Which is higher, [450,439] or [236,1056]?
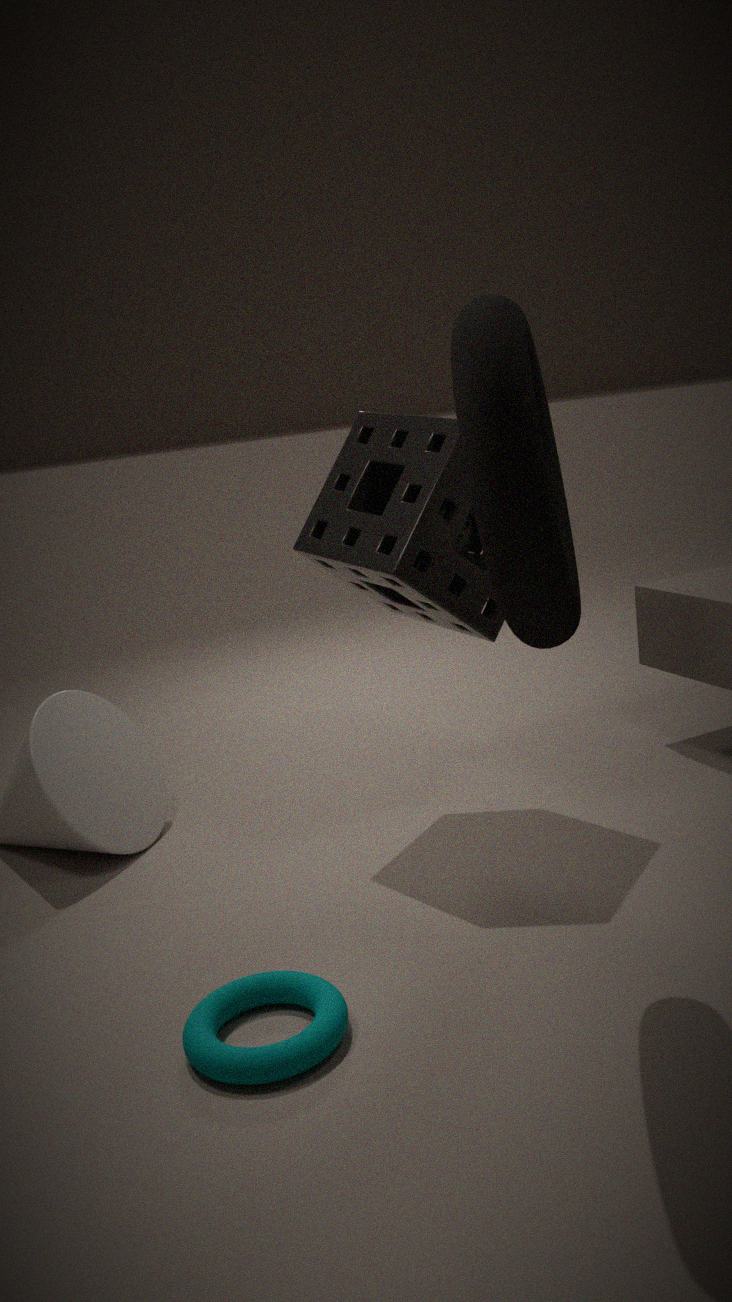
[450,439]
